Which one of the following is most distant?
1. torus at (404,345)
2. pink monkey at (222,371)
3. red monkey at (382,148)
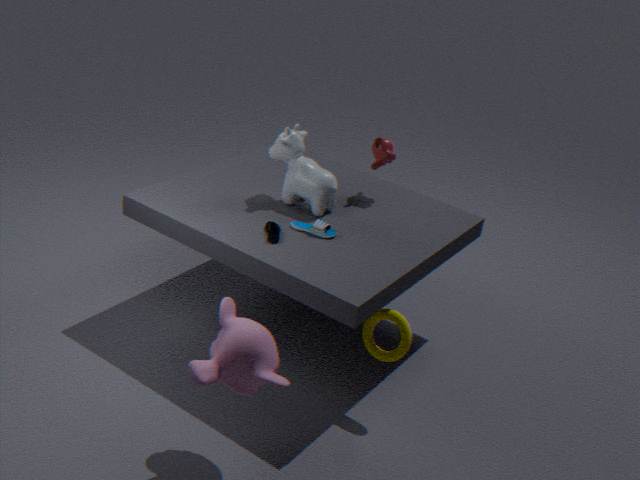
red monkey at (382,148)
